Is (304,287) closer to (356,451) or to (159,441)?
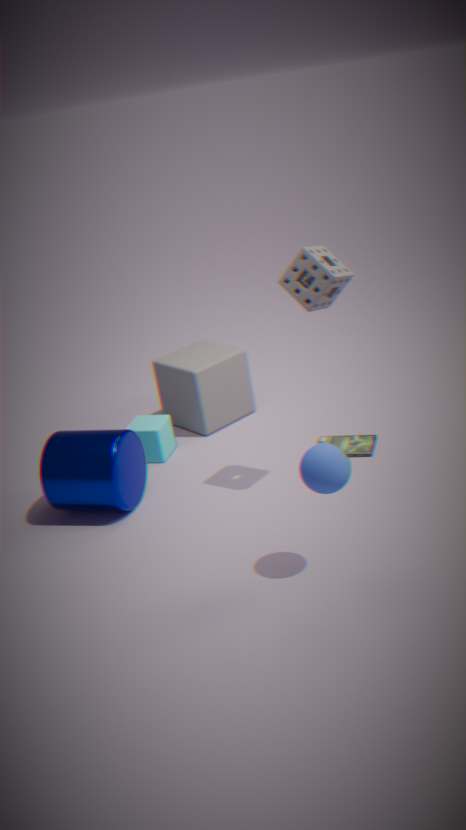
(356,451)
